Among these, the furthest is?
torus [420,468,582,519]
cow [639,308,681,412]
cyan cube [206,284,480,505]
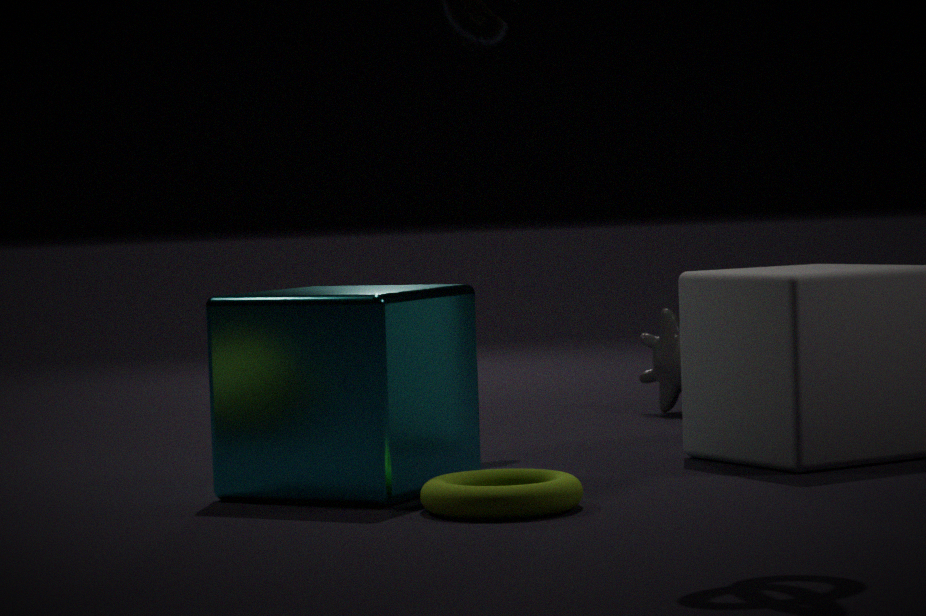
cow [639,308,681,412]
